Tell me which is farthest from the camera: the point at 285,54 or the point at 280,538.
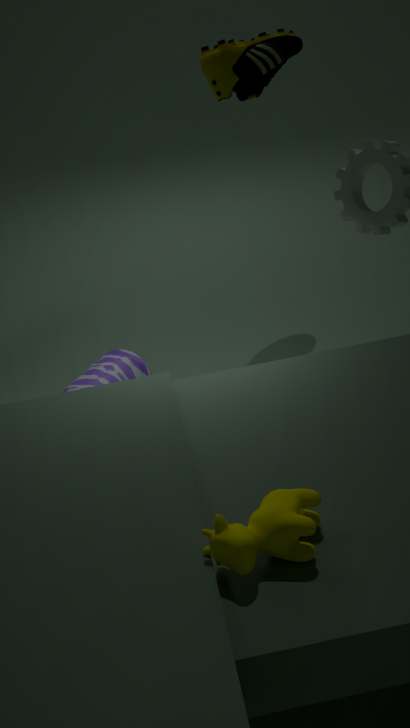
the point at 285,54
